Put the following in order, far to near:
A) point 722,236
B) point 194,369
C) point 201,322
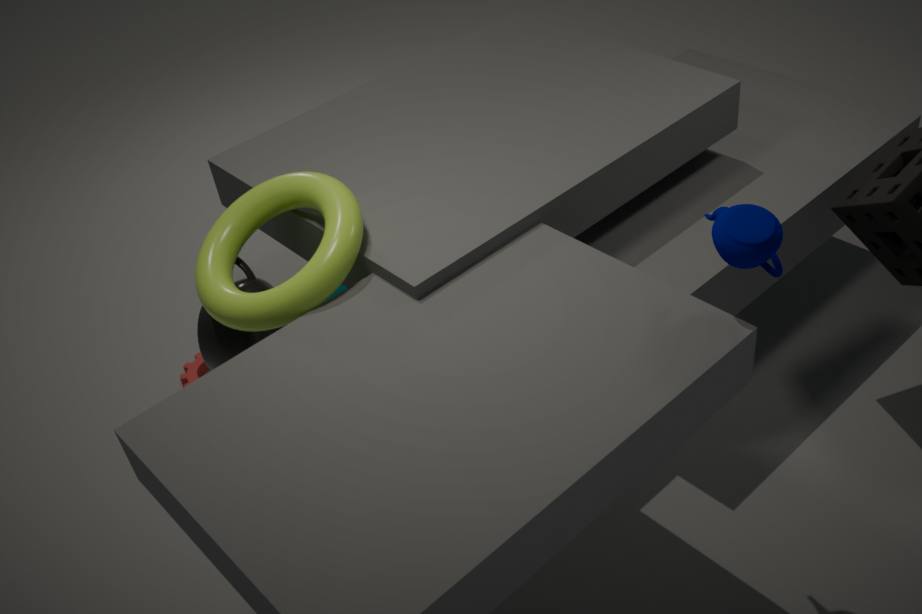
B. point 194,369, C. point 201,322, A. point 722,236
